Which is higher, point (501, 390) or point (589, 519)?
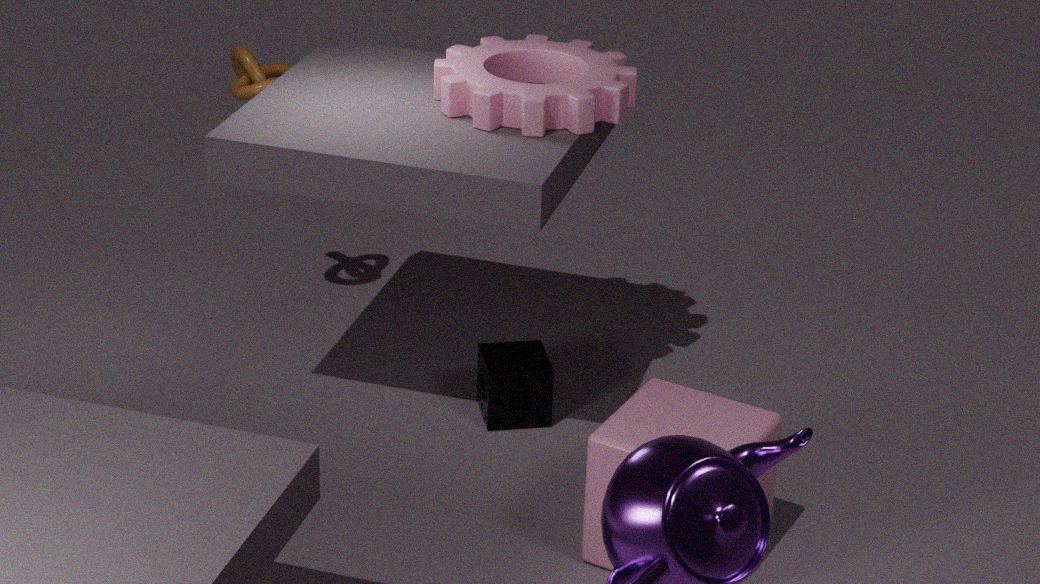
point (589, 519)
